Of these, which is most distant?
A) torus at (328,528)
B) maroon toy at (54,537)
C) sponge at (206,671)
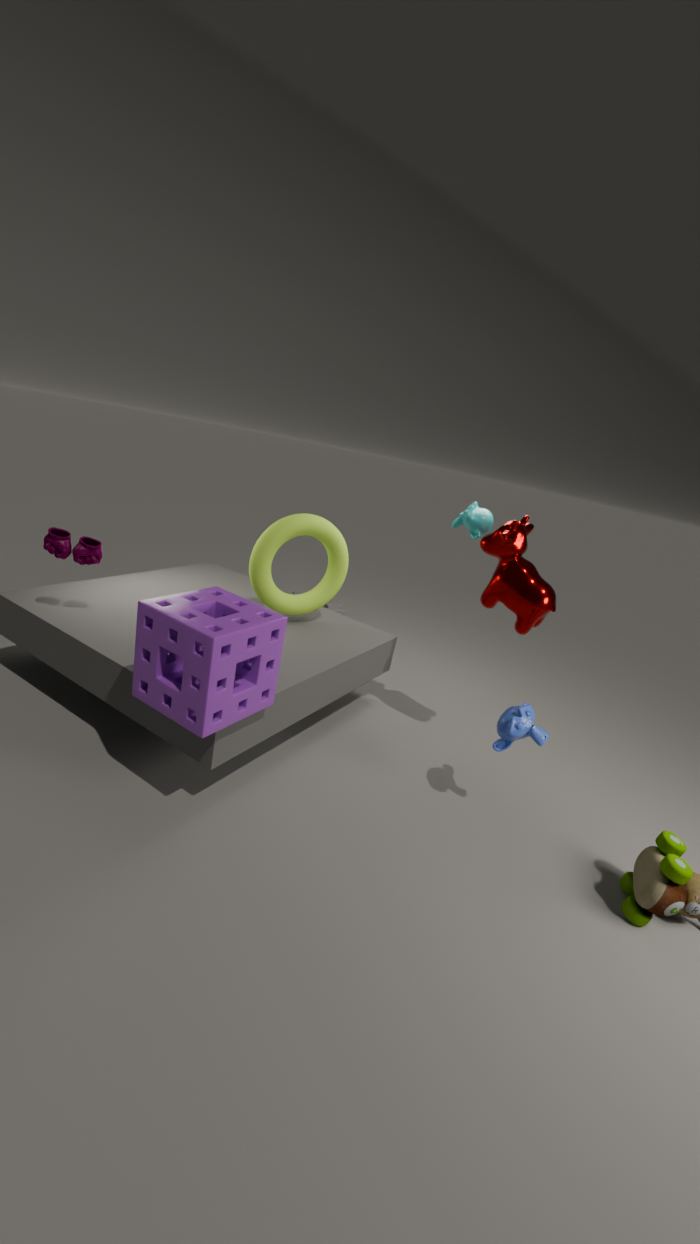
A. torus at (328,528)
